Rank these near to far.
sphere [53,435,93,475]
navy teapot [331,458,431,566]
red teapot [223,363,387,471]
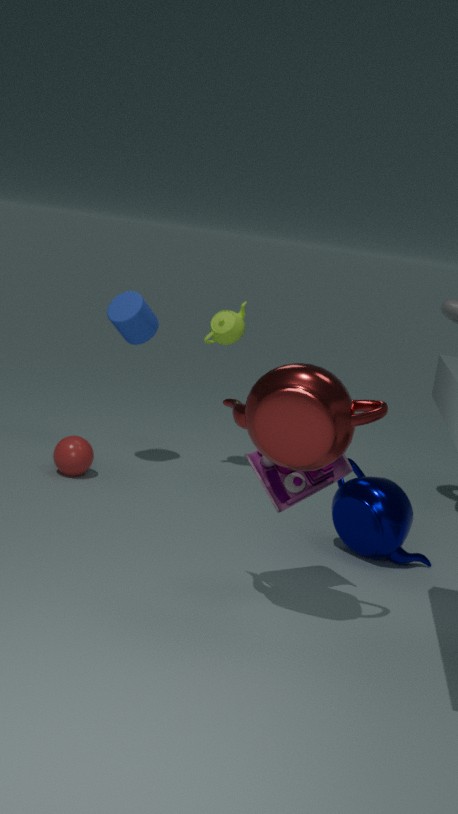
red teapot [223,363,387,471] → navy teapot [331,458,431,566] → sphere [53,435,93,475]
